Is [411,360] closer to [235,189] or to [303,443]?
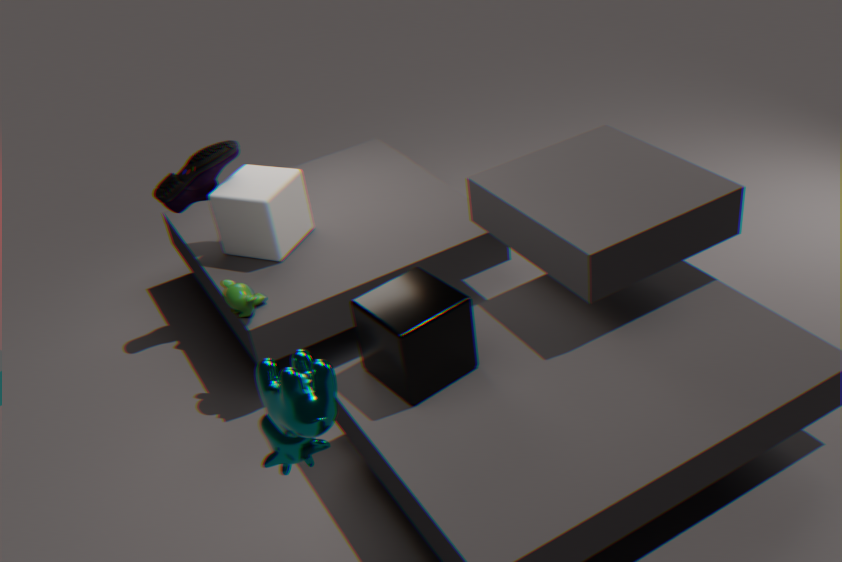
[303,443]
